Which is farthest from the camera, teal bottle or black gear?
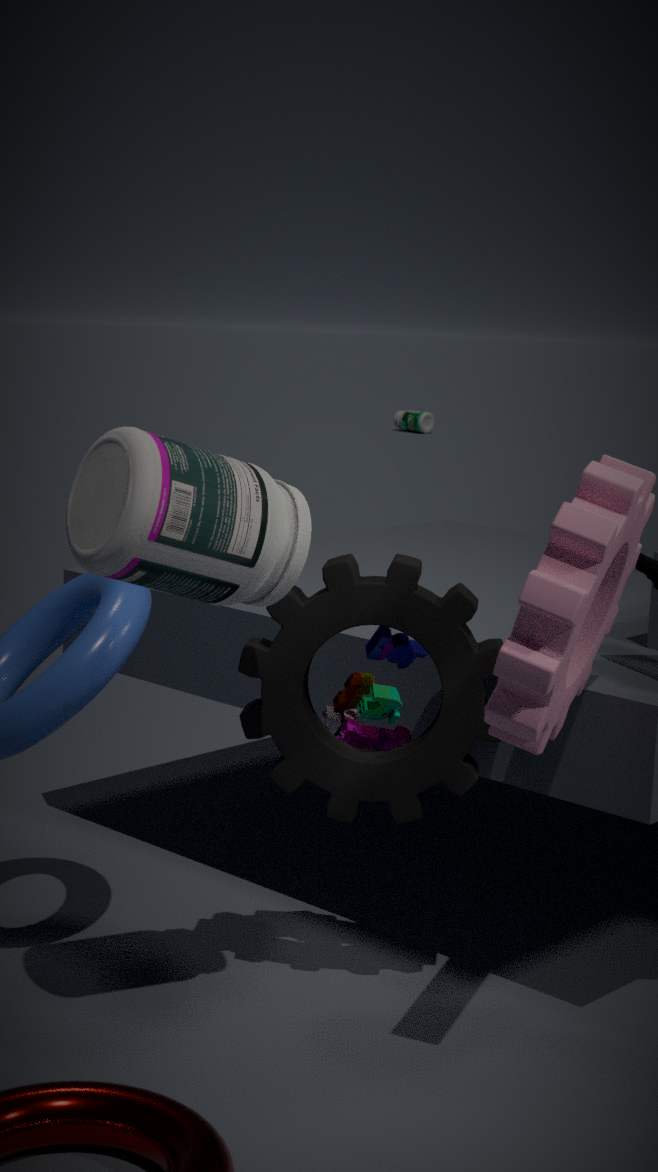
teal bottle
